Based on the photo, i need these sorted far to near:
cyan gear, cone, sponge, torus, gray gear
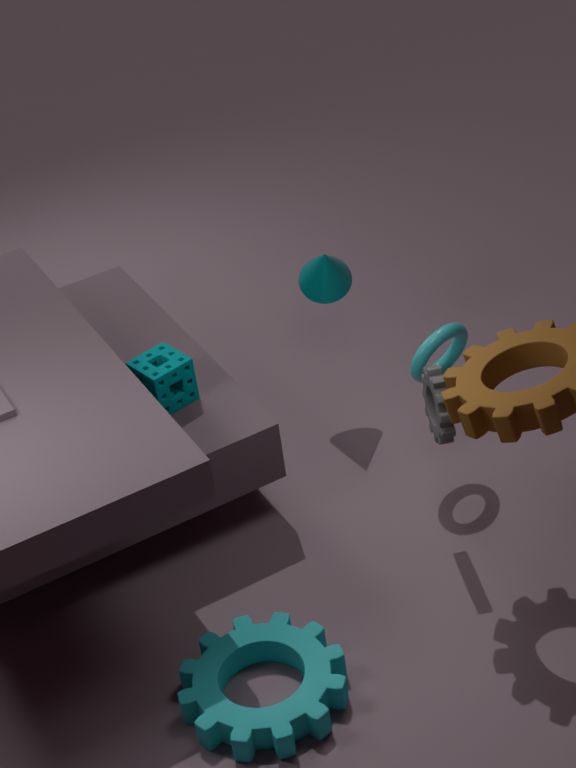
cone < sponge < torus < gray gear < cyan gear
